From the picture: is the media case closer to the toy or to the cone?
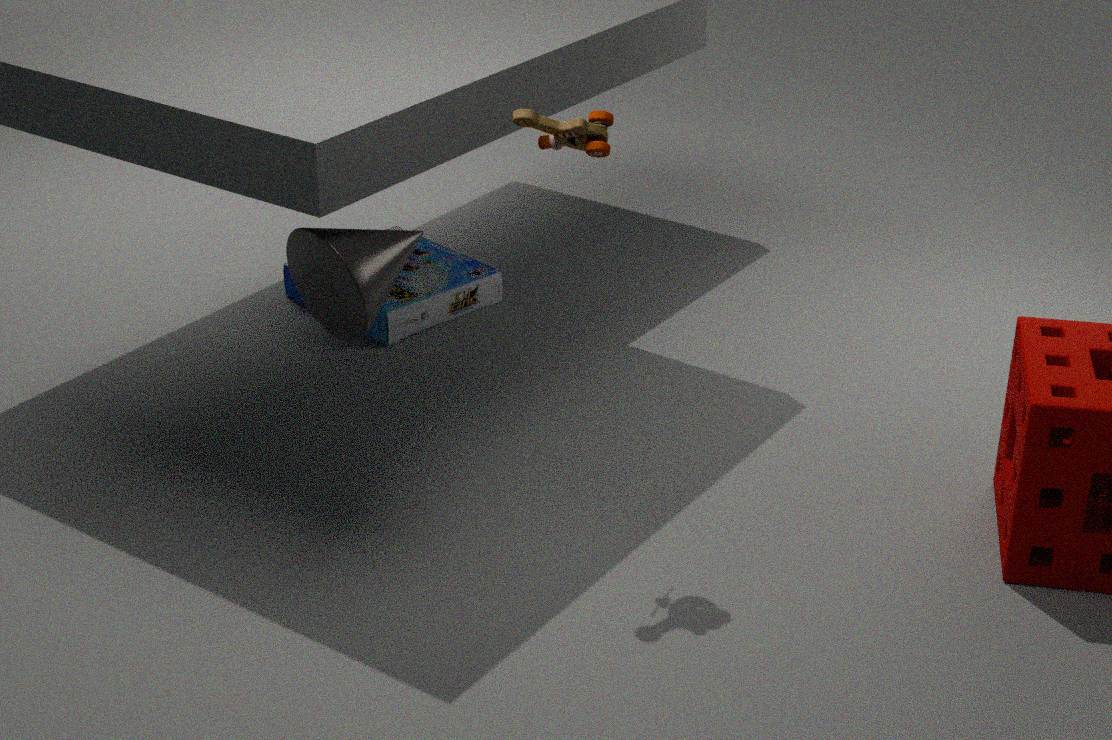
the cone
